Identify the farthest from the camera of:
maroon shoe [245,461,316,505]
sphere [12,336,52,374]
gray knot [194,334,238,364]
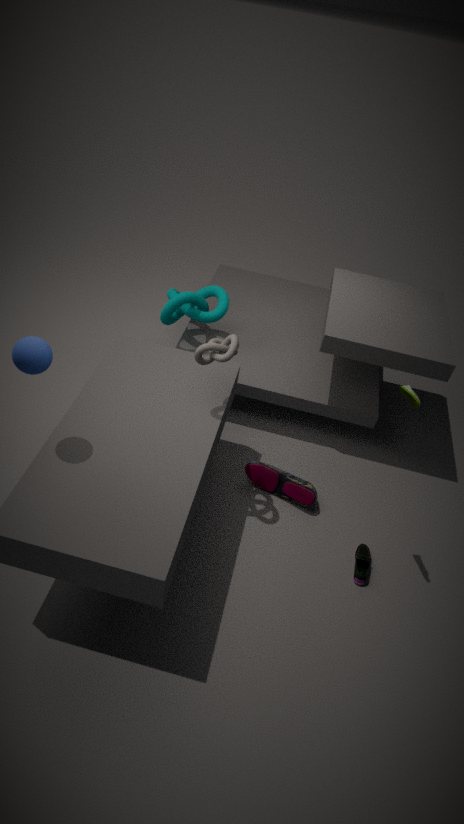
maroon shoe [245,461,316,505]
